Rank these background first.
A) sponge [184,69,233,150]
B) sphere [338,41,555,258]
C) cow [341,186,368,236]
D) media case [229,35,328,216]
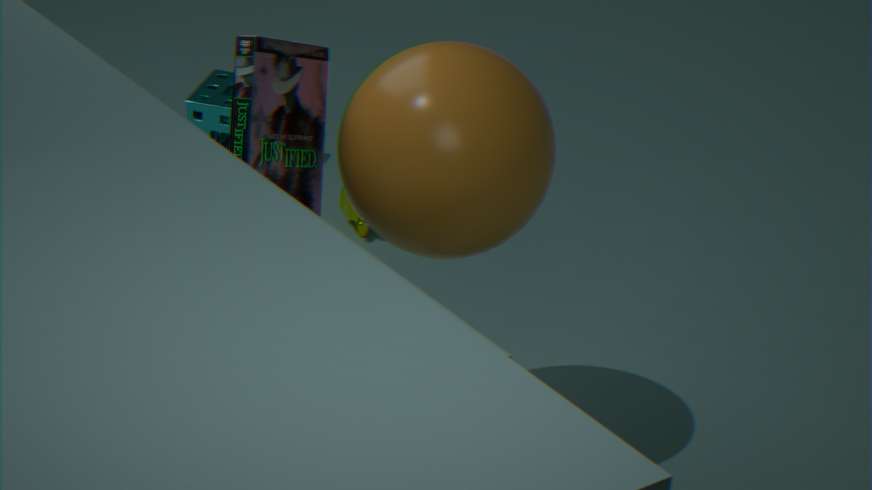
sponge [184,69,233,150], cow [341,186,368,236], sphere [338,41,555,258], media case [229,35,328,216]
